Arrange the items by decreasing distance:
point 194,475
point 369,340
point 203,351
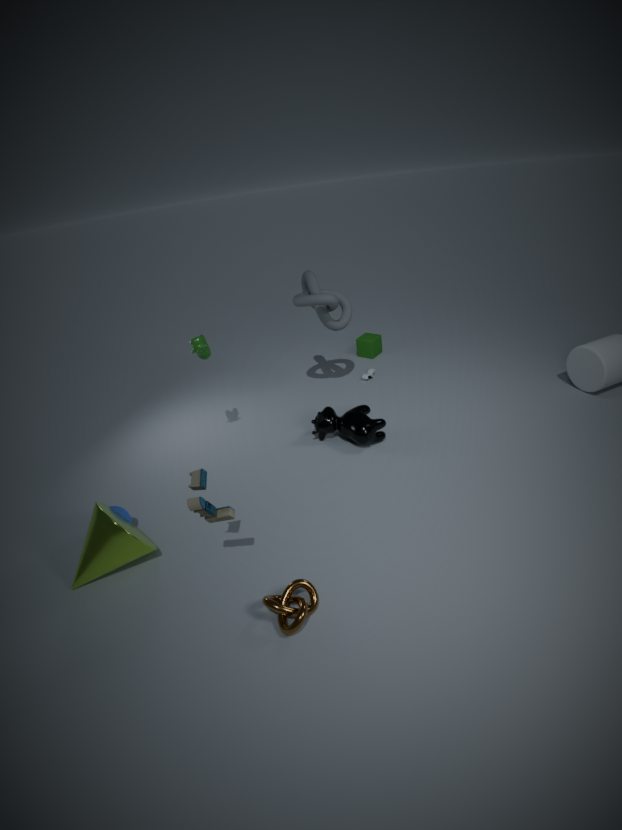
point 369,340, point 203,351, point 194,475
